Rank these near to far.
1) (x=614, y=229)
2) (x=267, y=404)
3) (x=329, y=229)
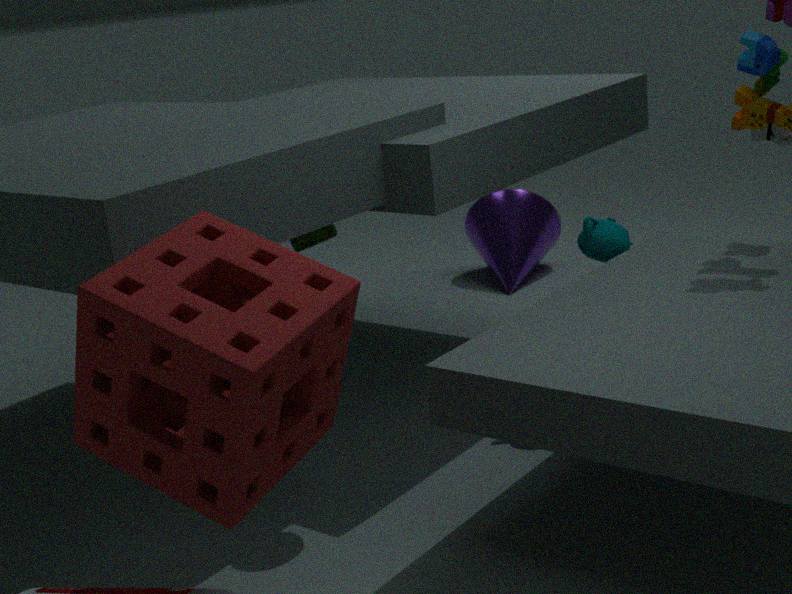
2. (x=267, y=404) → 1. (x=614, y=229) → 3. (x=329, y=229)
